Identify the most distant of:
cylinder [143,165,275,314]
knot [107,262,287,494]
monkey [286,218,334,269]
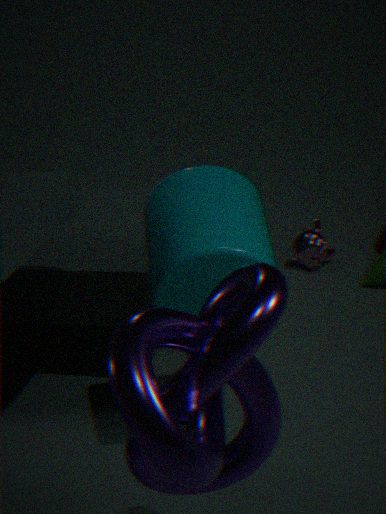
monkey [286,218,334,269]
